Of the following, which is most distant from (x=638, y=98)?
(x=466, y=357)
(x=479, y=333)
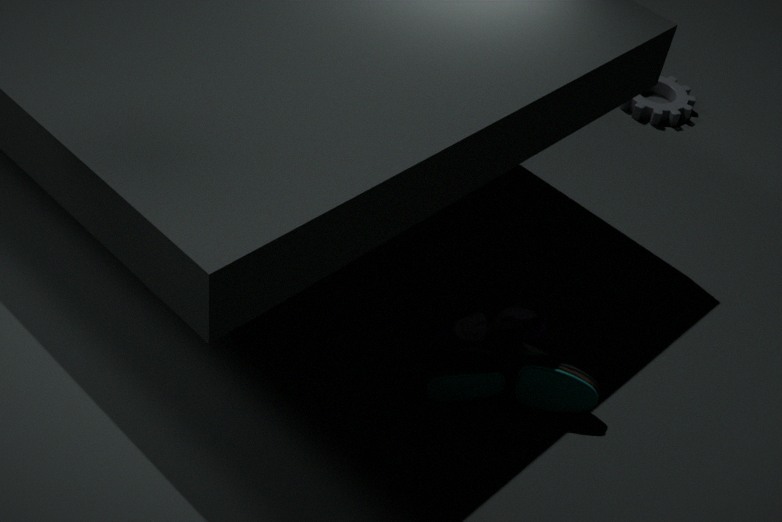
(x=466, y=357)
